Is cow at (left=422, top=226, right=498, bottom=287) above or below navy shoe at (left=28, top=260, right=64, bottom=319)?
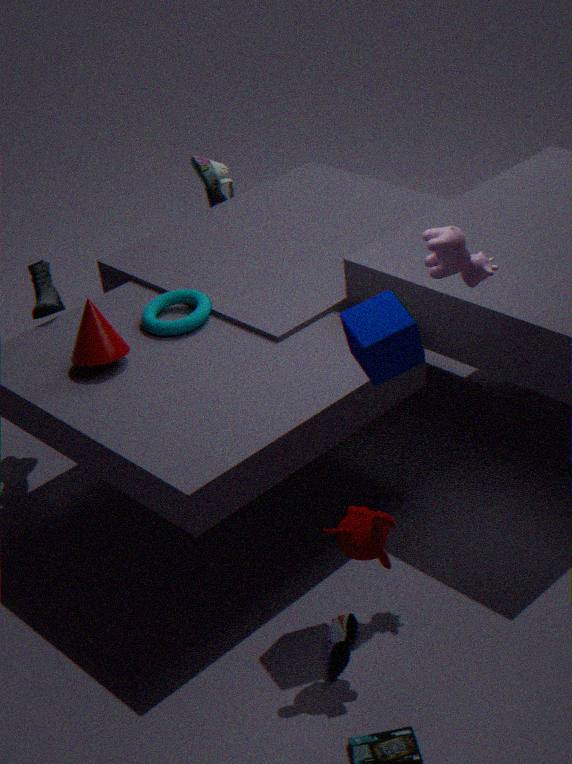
above
